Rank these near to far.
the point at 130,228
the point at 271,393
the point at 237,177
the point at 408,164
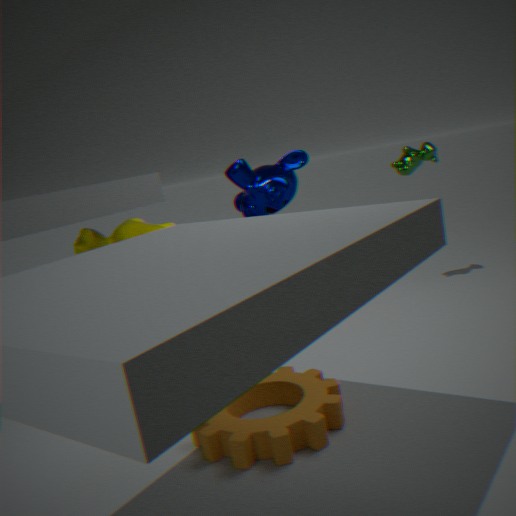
the point at 271,393 → the point at 237,177 → the point at 130,228 → the point at 408,164
